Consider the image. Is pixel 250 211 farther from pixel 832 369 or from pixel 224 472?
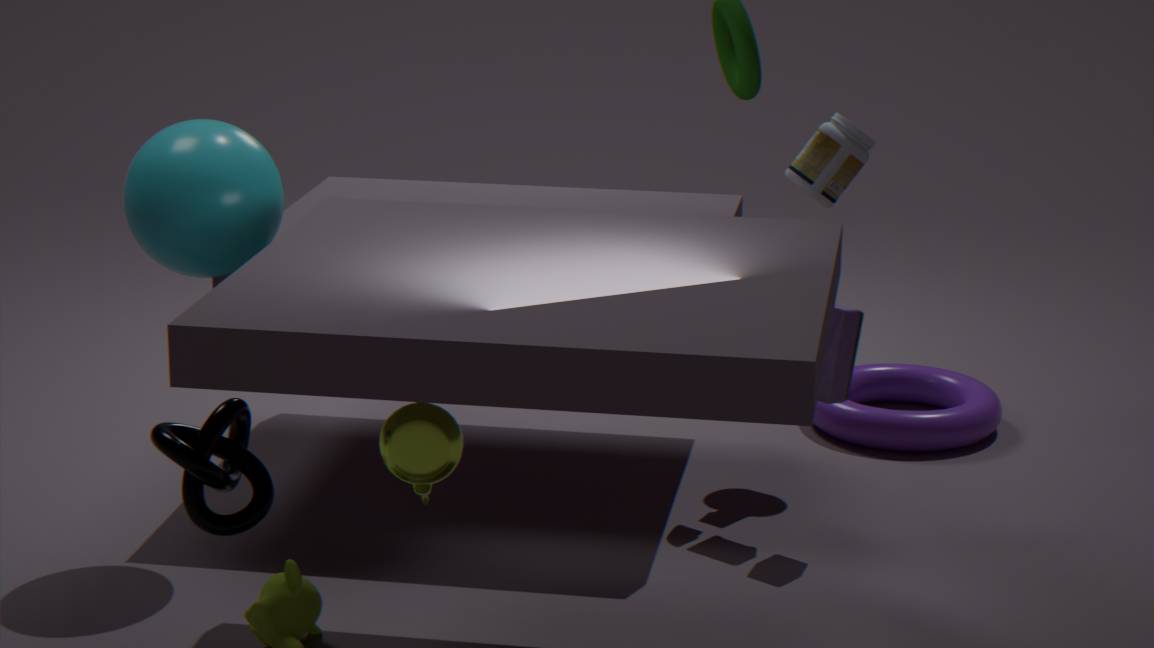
pixel 832 369
